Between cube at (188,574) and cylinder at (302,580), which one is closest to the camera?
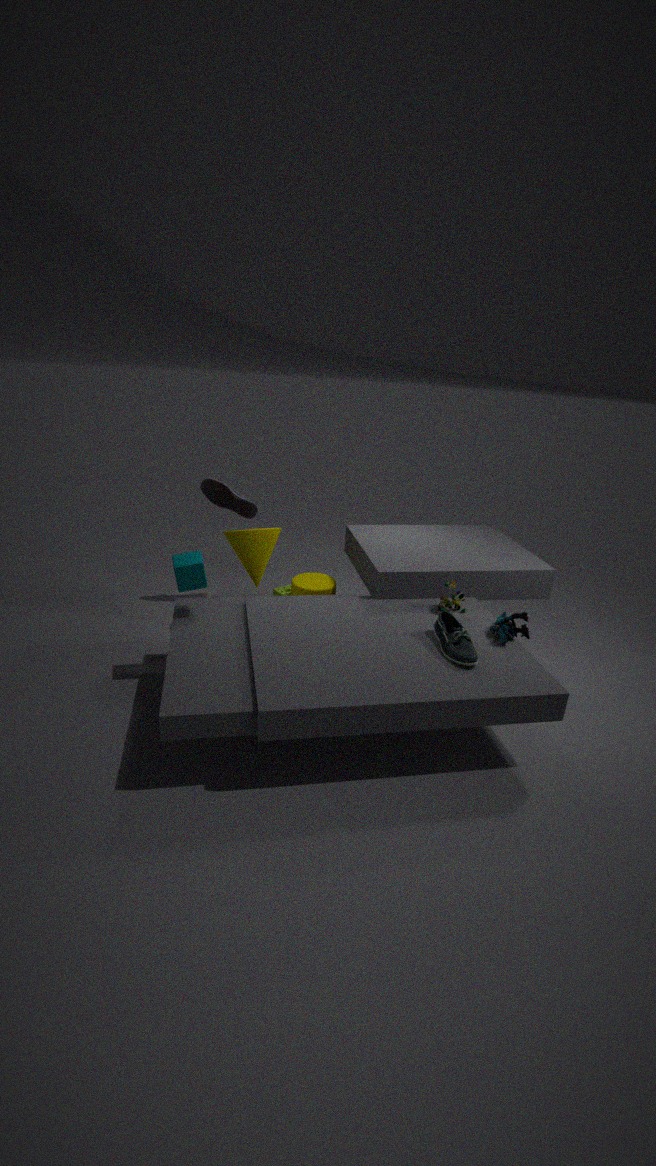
cube at (188,574)
